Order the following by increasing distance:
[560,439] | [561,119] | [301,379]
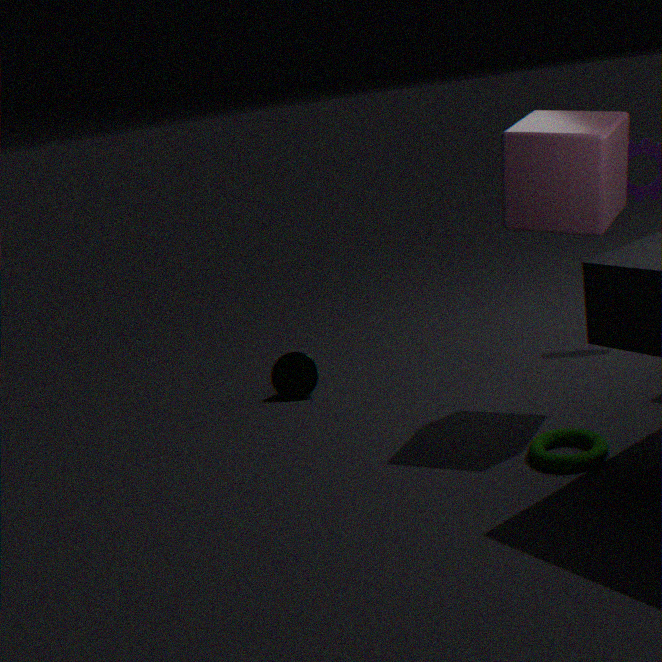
[560,439], [561,119], [301,379]
